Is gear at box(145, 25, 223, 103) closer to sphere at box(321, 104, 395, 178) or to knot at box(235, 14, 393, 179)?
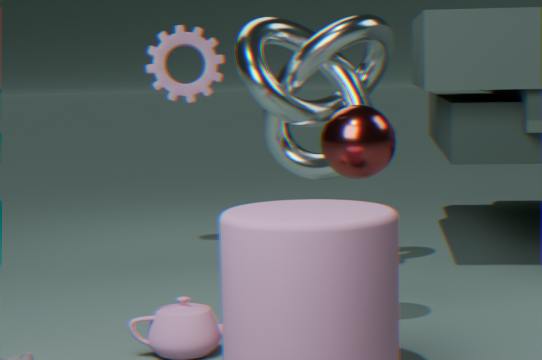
knot at box(235, 14, 393, 179)
